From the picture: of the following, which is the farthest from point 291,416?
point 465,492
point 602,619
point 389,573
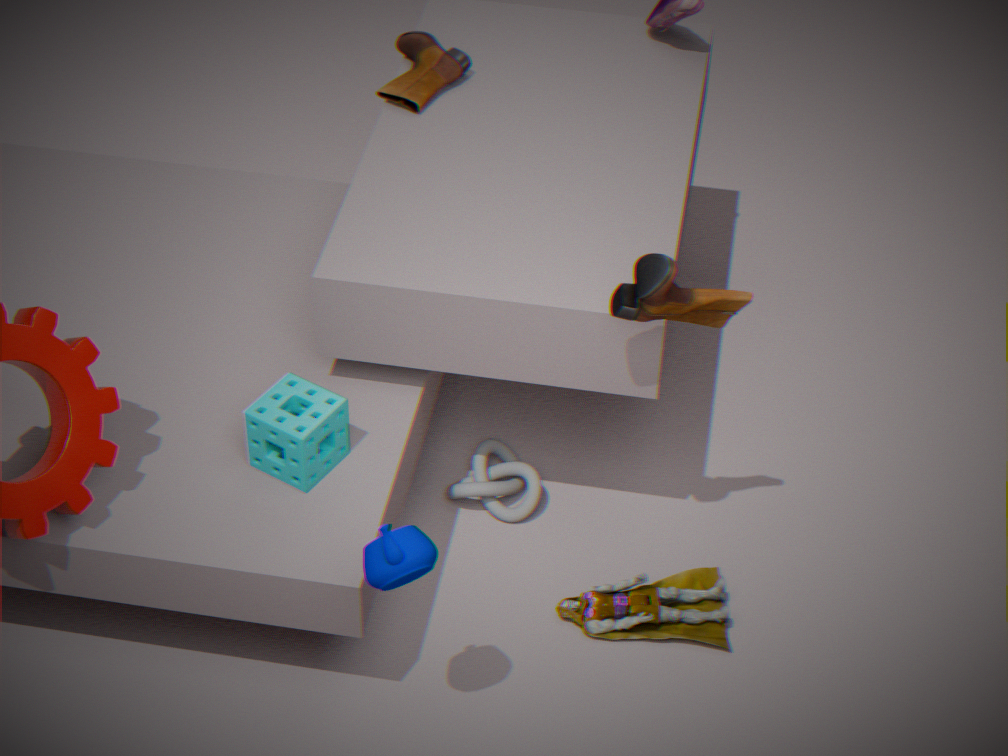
point 602,619
